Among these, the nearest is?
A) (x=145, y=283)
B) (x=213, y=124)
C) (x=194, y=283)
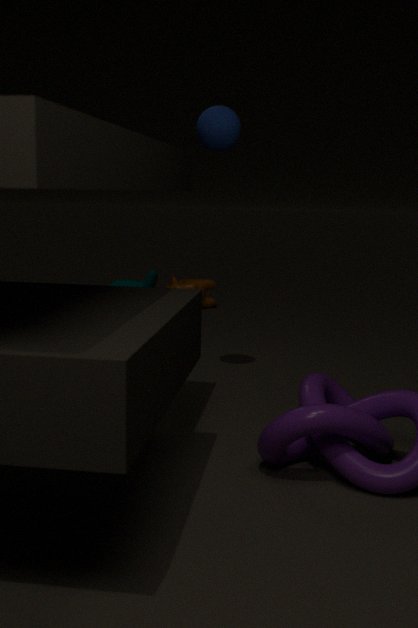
(x=213, y=124)
